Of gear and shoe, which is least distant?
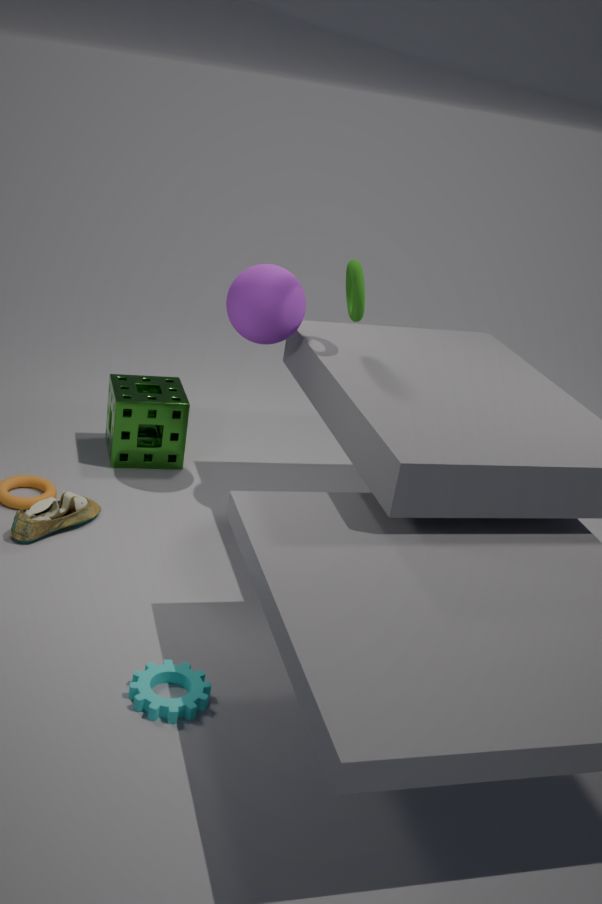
gear
